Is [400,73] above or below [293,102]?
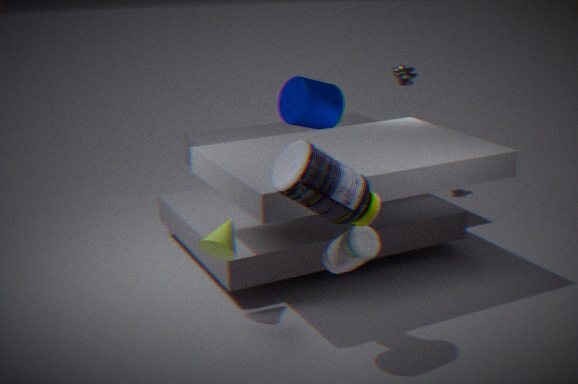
above
